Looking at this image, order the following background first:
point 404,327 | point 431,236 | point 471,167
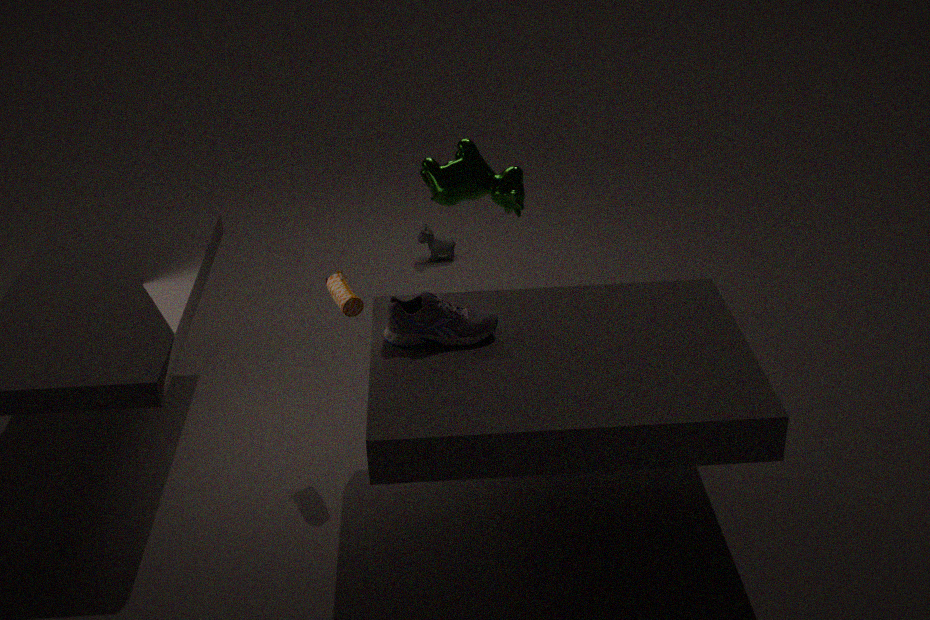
point 431,236 < point 471,167 < point 404,327
